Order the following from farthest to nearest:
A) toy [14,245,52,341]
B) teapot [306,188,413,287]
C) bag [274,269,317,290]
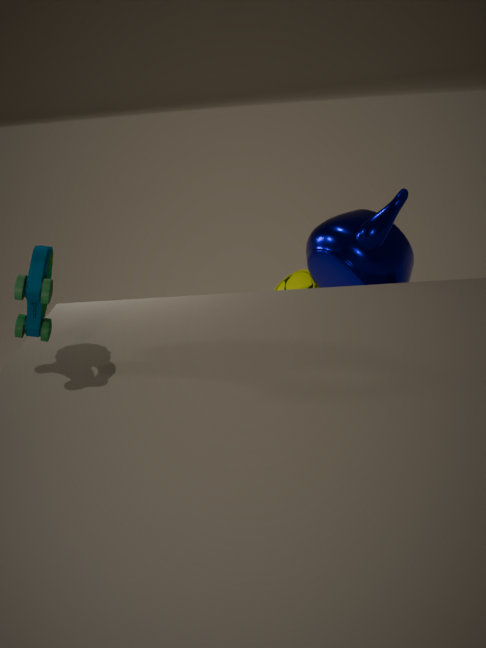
bag [274,269,317,290] → teapot [306,188,413,287] → toy [14,245,52,341]
